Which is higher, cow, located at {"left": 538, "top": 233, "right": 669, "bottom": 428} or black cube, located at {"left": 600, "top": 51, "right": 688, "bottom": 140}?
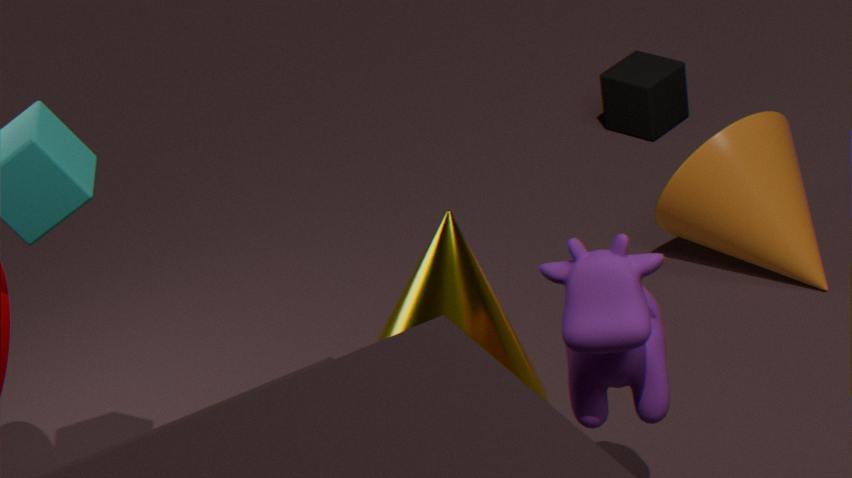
cow, located at {"left": 538, "top": 233, "right": 669, "bottom": 428}
